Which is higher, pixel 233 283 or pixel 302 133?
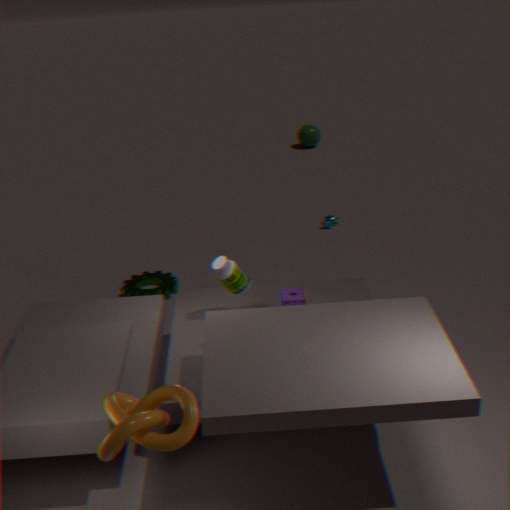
pixel 233 283
